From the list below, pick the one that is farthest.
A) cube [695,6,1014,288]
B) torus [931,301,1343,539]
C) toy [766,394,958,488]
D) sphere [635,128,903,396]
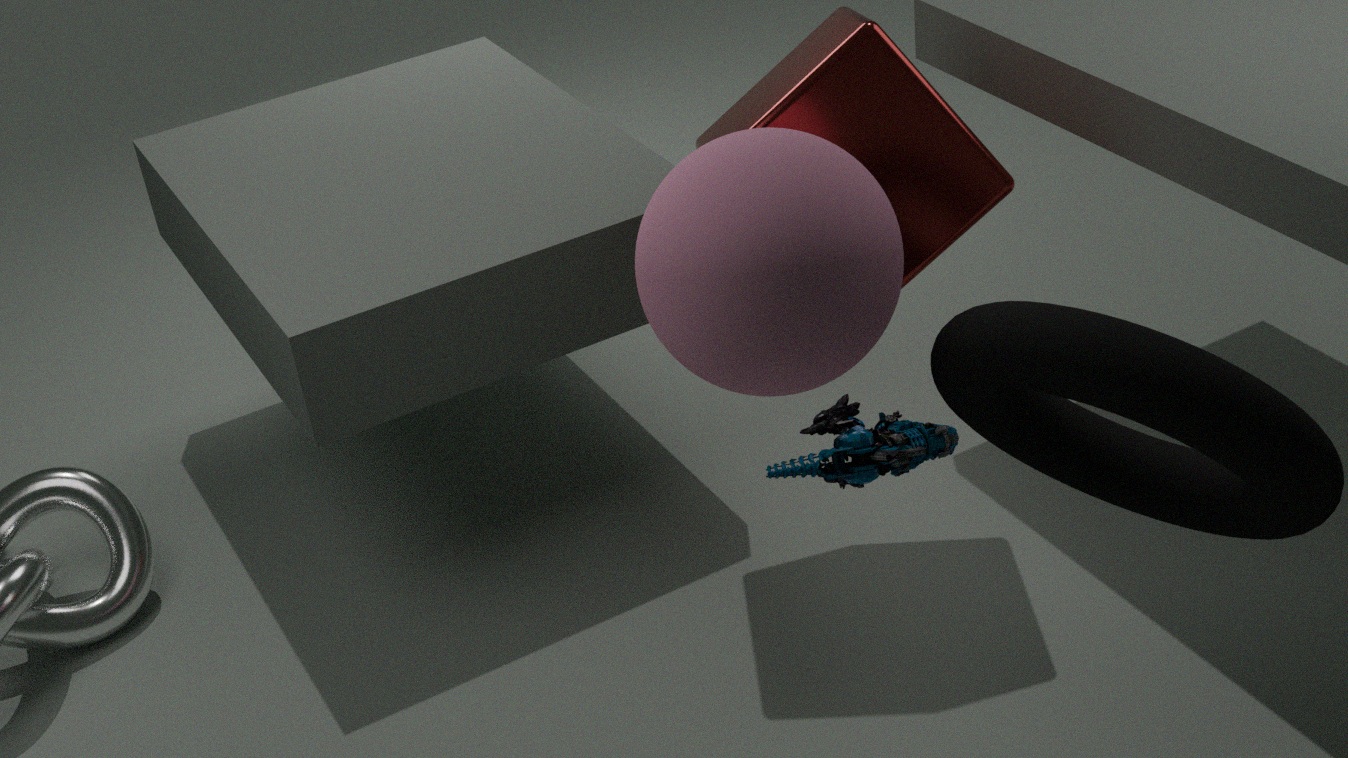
cube [695,6,1014,288]
